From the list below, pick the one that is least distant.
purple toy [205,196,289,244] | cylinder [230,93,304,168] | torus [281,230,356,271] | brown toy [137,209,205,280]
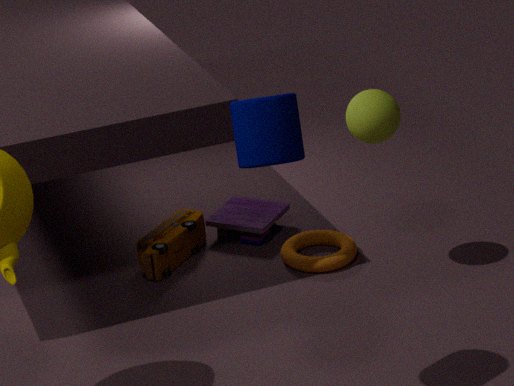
cylinder [230,93,304,168]
